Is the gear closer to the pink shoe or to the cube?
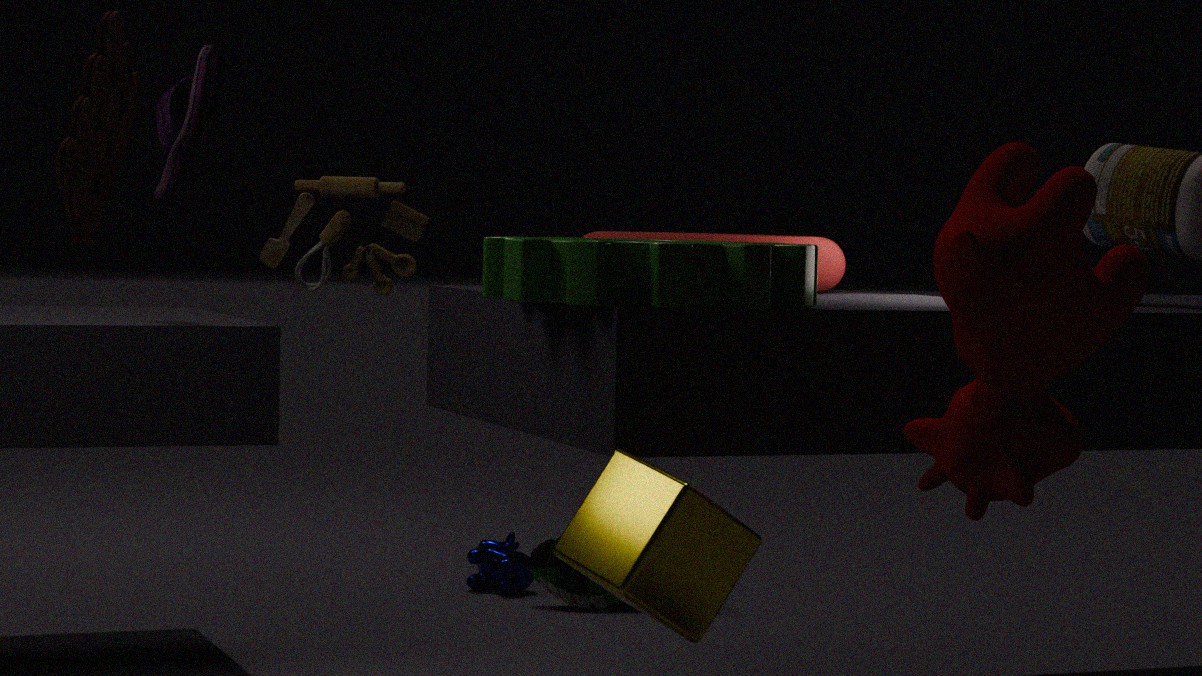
the cube
